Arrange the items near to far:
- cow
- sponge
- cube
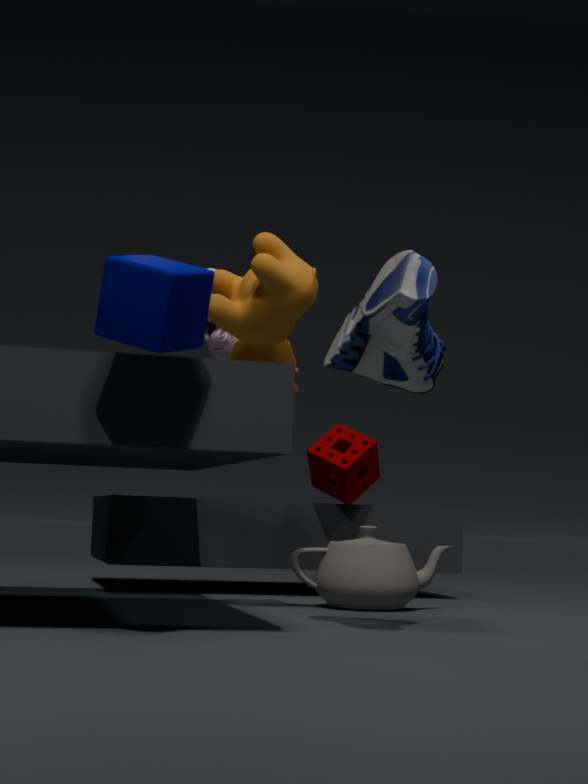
1. cube
2. cow
3. sponge
